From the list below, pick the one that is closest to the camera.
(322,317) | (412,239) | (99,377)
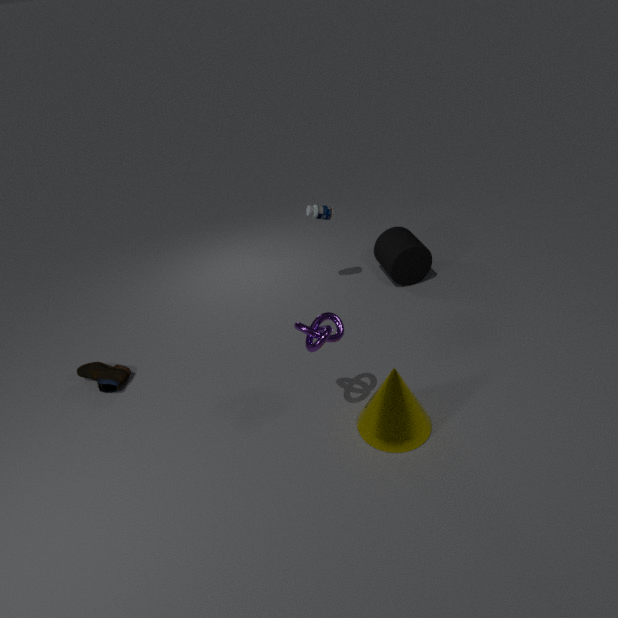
(322,317)
